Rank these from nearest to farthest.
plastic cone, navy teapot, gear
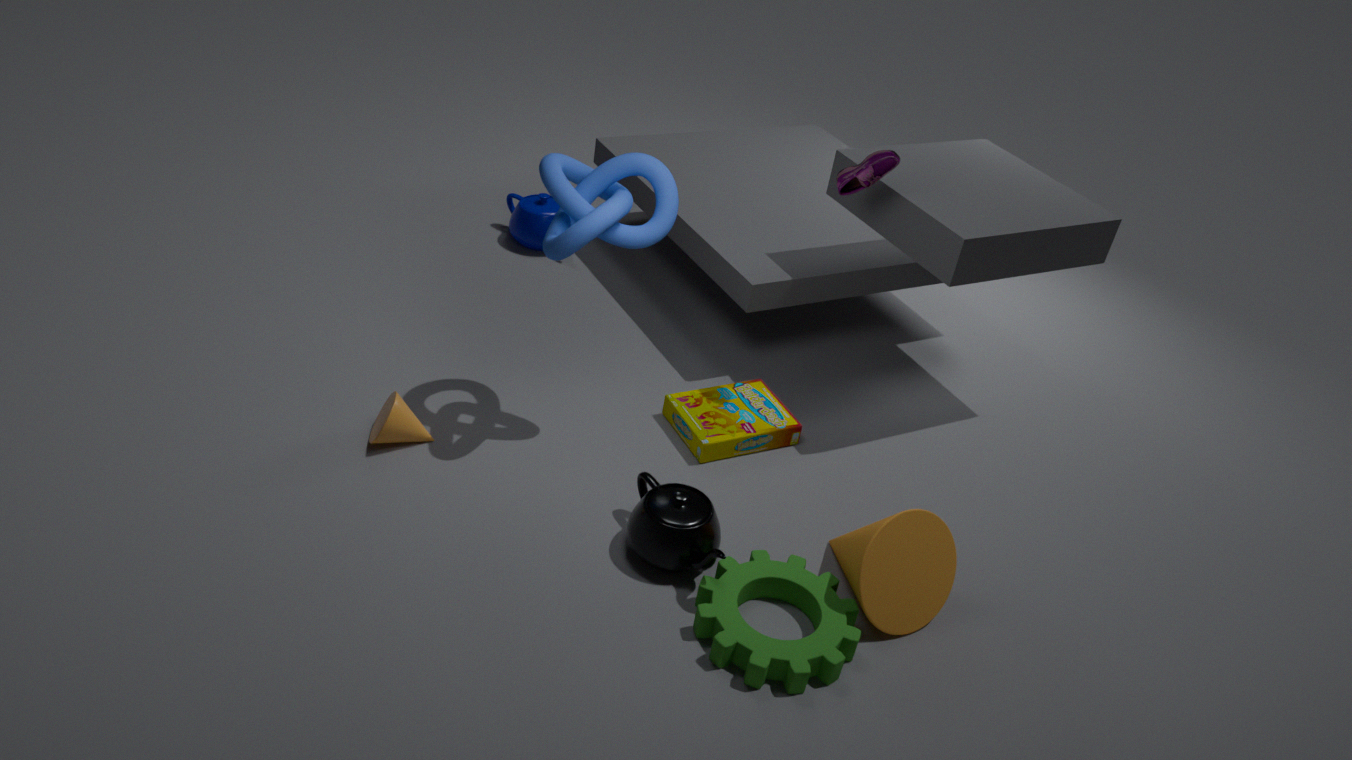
gear → plastic cone → navy teapot
